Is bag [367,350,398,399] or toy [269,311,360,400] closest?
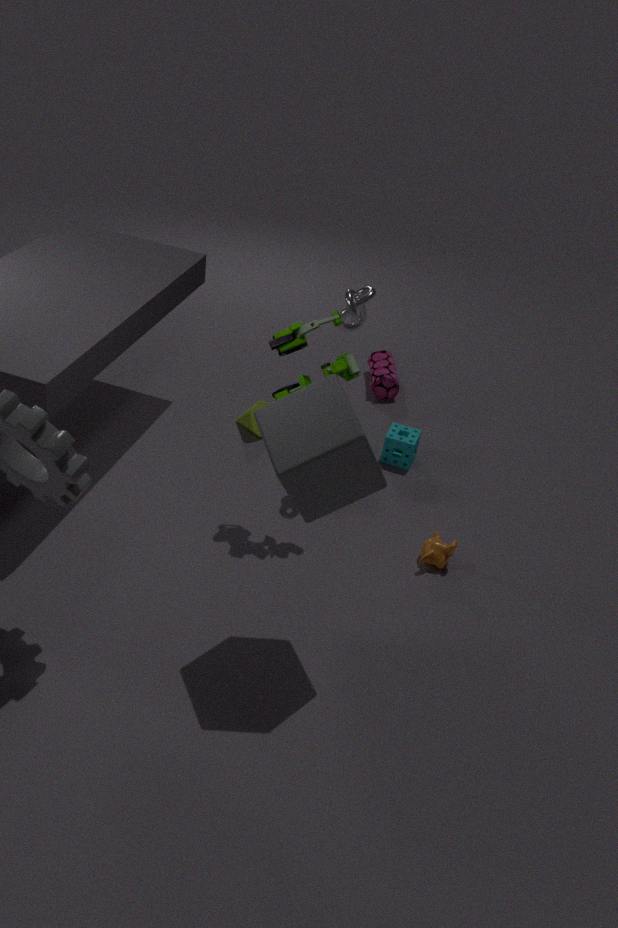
toy [269,311,360,400]
